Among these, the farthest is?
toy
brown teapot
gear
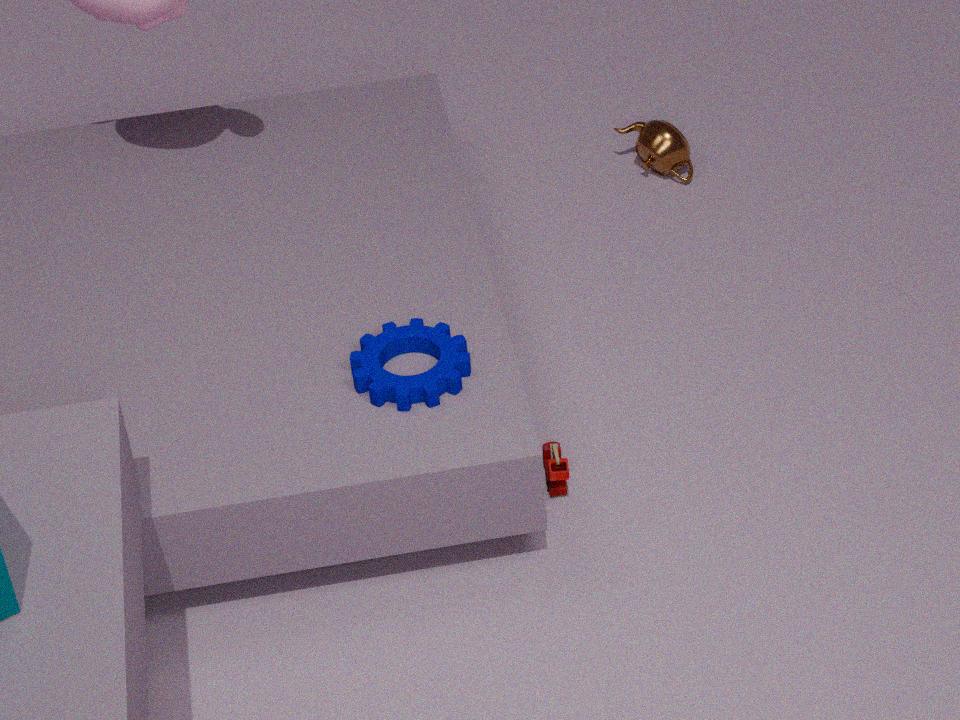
brown teapot
